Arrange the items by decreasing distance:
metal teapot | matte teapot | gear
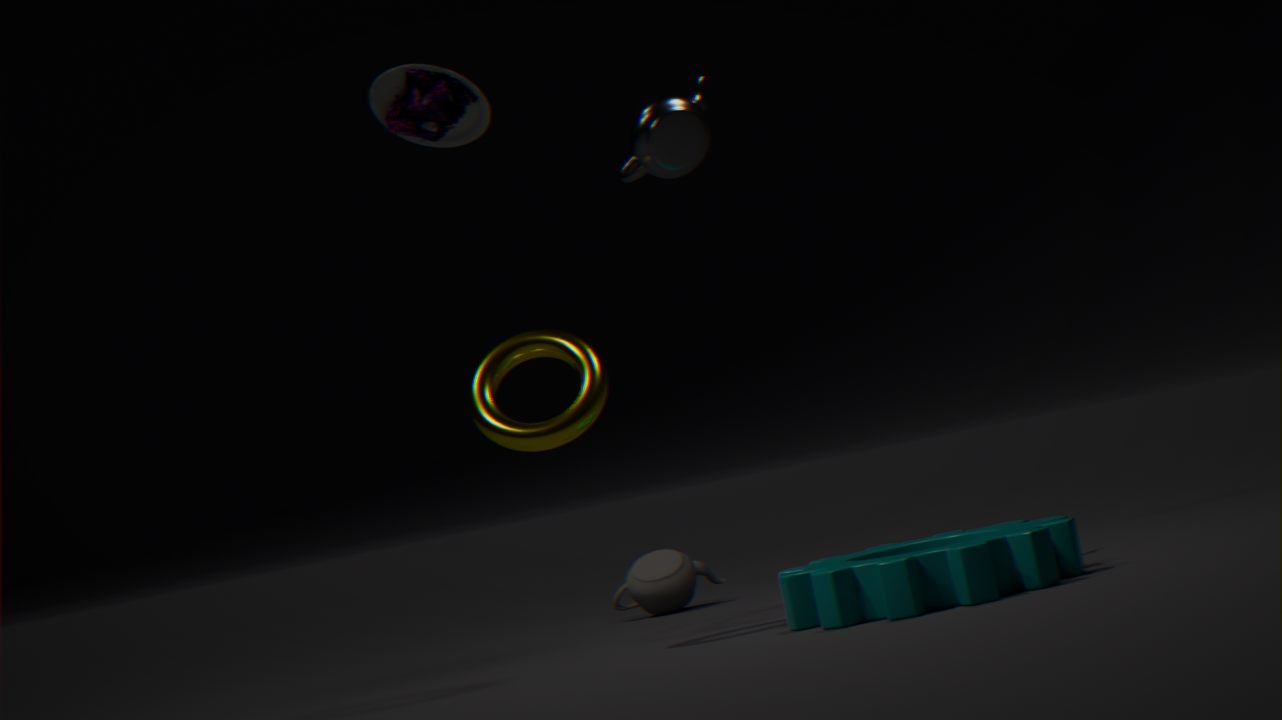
matte teapot, metal teapot, gear
